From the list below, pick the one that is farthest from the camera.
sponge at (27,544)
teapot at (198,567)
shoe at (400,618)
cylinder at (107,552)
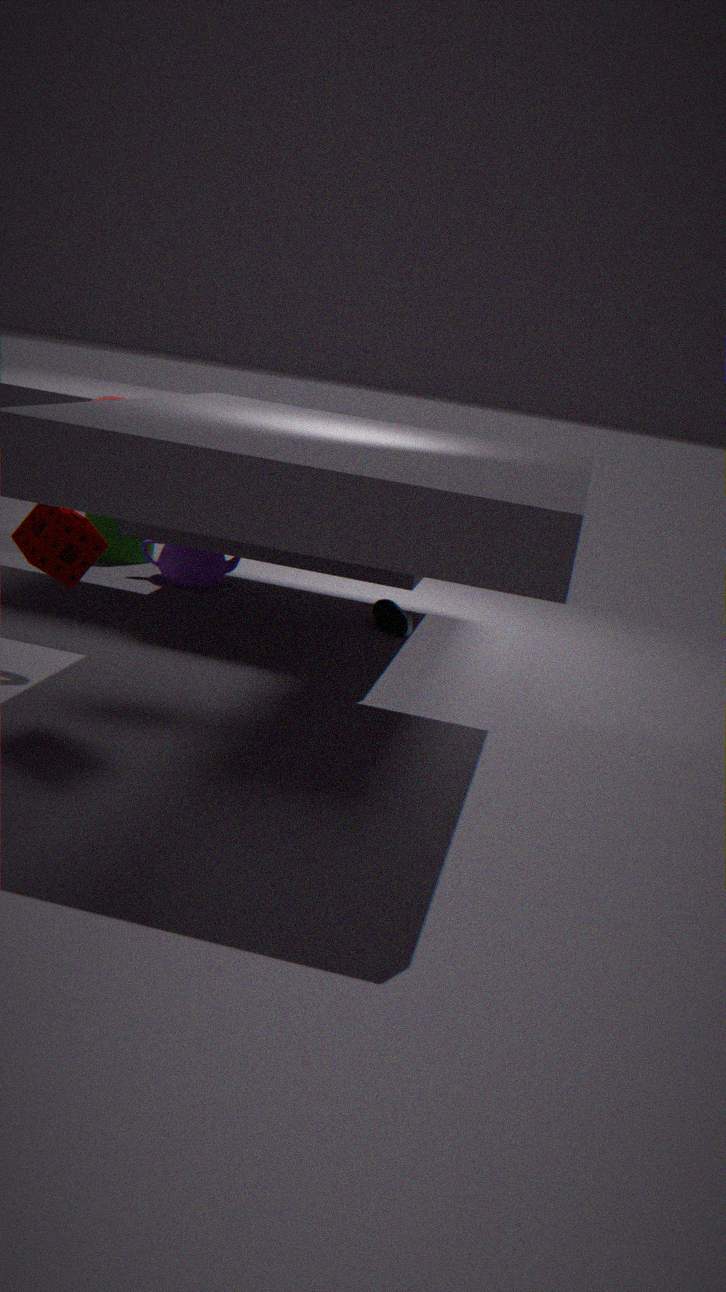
cylinder at (107,552)
